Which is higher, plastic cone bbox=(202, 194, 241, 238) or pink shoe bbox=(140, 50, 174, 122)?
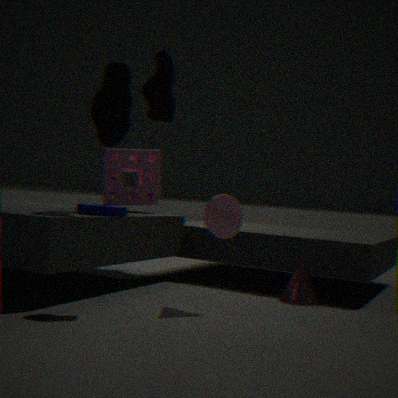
pink shoe bbox=(140, 50, 174, 122)
